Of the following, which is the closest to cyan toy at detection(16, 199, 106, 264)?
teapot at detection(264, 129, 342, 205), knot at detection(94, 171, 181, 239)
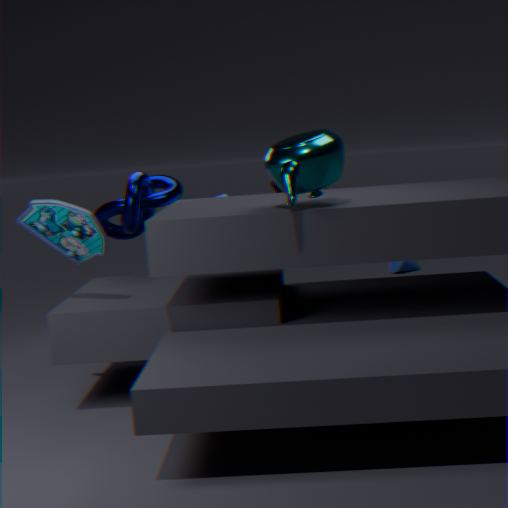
knot at detection(94, 171, 181, 239)
